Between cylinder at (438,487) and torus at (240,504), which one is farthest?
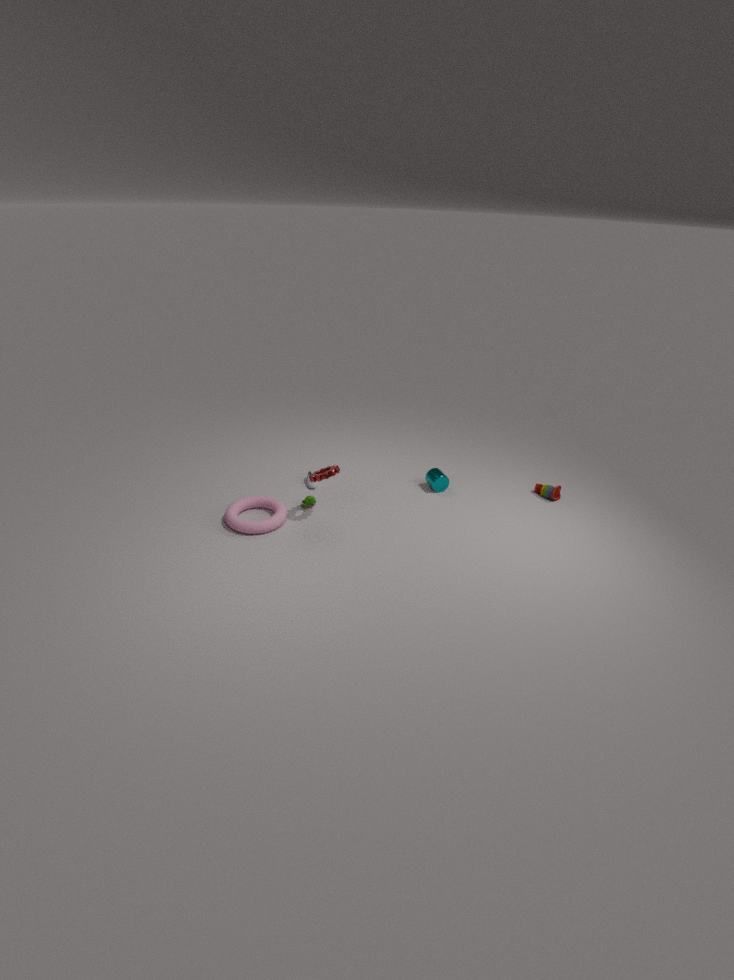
cylinder at (438,487)
